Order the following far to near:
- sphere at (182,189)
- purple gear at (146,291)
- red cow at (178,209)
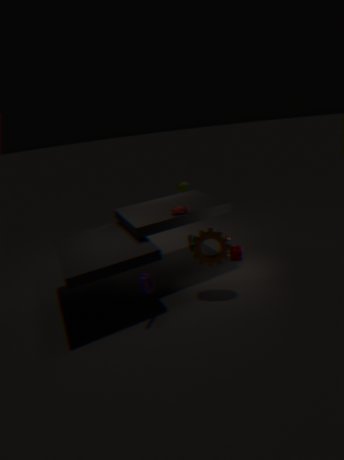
sphere at (182,189) < red cow at (178,209) < purple gear at (146,291)
